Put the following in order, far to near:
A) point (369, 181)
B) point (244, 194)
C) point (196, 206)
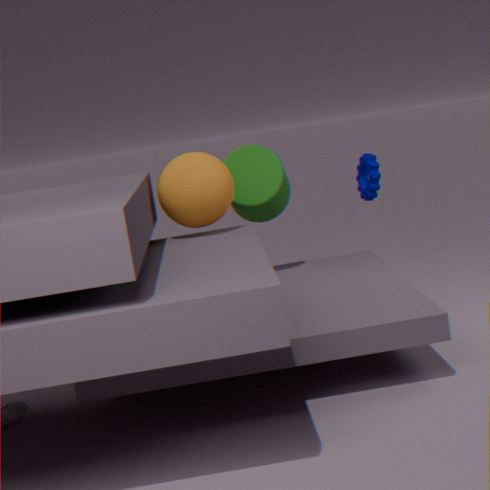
point (369, 181)
point (244, 194)
point (196, 206)
